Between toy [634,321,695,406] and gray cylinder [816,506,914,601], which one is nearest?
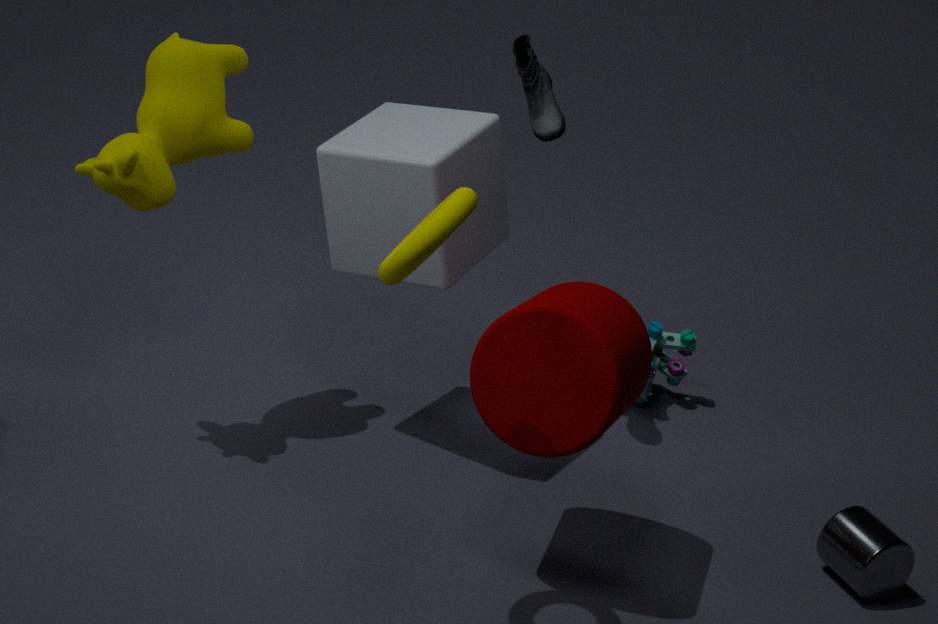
gray cylinder [816,506,914,601]
